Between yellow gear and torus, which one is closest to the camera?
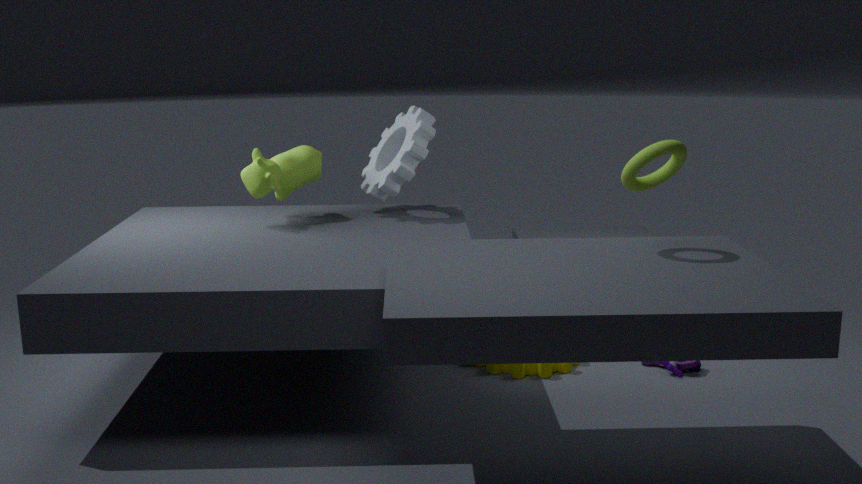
torus
